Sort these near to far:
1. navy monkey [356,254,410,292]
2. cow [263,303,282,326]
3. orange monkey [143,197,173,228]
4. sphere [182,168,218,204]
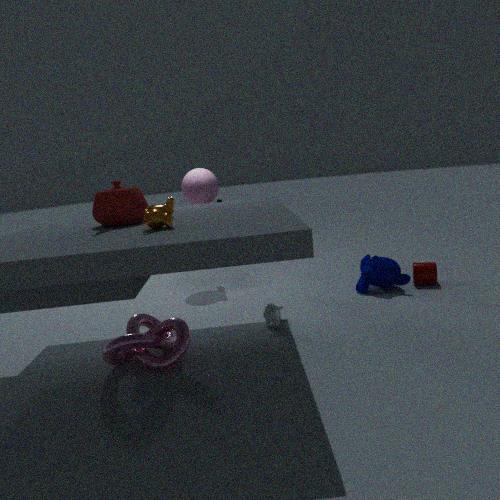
1. orange monkey [143,197,173,228]
2. cow [263,303,282,326]
3. navy monkey [356,254,410,292]
4. sphere [182,168,218,204]
